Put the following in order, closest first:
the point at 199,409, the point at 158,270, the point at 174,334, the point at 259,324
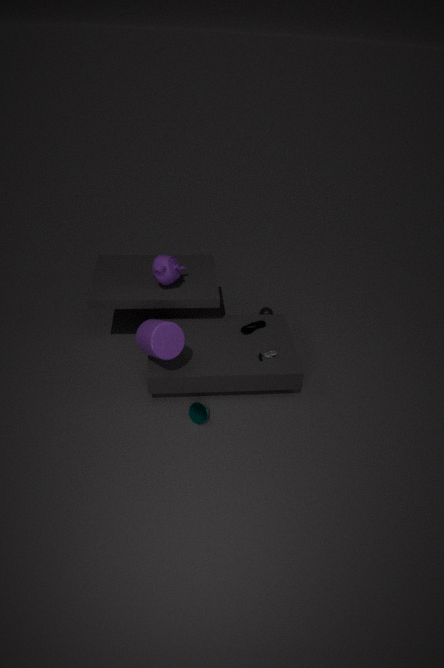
the point at 174,334 → the point at 199,409 → the point at 158,270 → the point at 259,324
